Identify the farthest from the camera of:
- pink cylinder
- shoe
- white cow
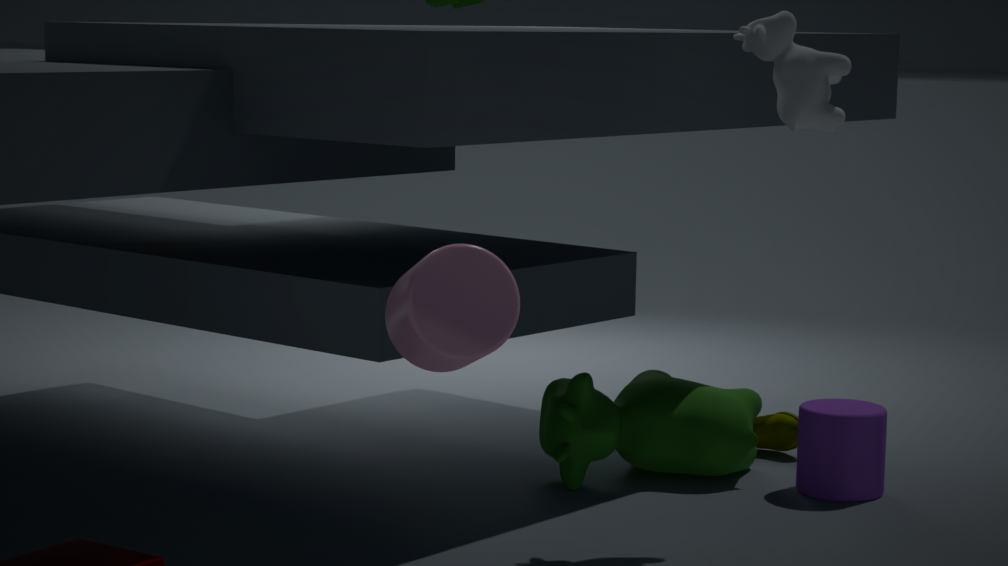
shoe
